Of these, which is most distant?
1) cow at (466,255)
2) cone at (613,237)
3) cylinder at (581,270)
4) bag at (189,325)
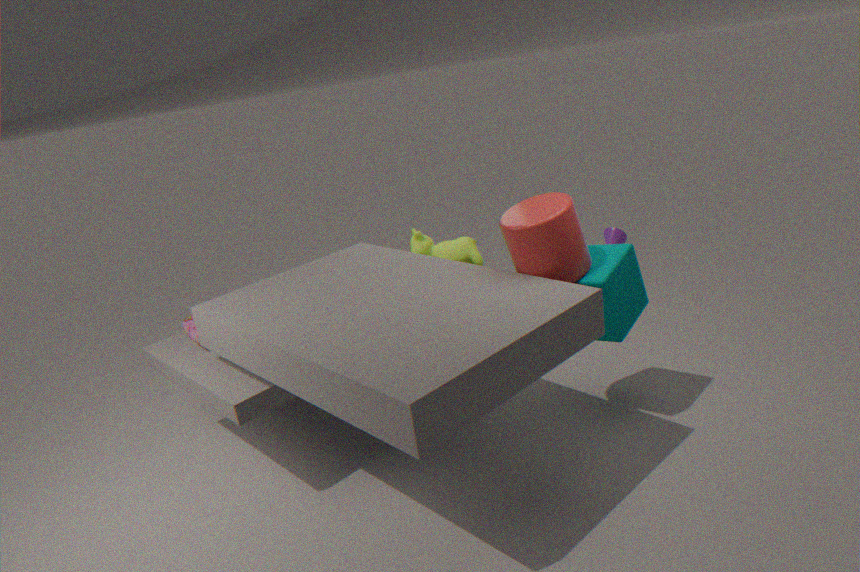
2. cone at (613,237)
